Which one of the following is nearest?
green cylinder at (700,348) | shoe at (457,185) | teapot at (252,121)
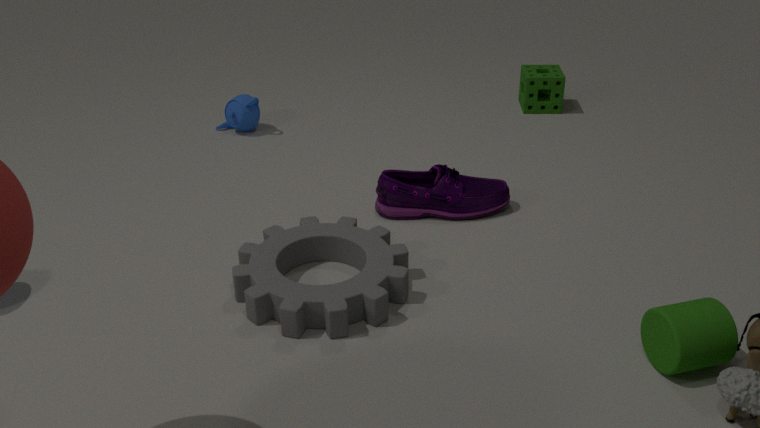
green cylinder at (700,348)
